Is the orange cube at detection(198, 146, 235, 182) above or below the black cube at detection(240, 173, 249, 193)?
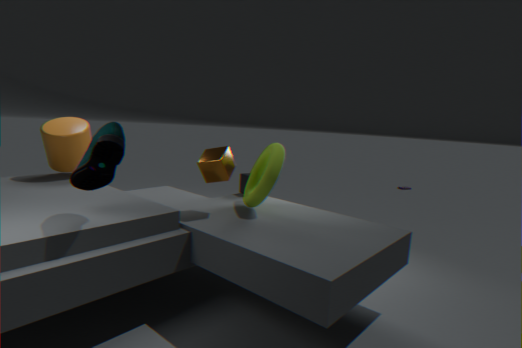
above
